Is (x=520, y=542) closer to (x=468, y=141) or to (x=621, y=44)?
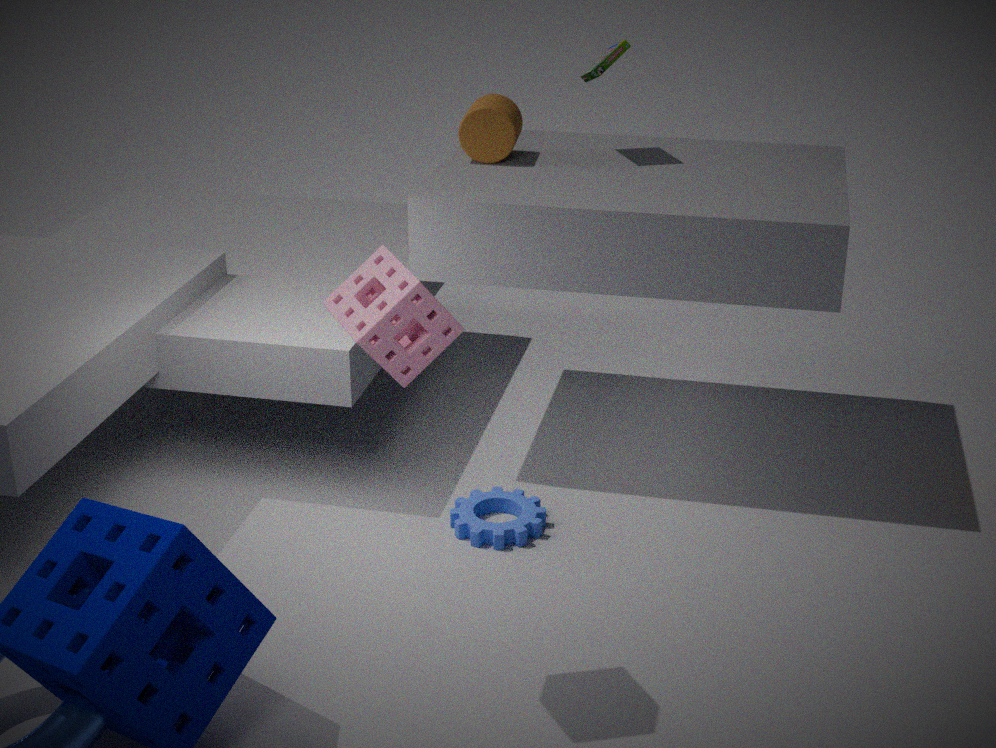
(x=468, y=141)
